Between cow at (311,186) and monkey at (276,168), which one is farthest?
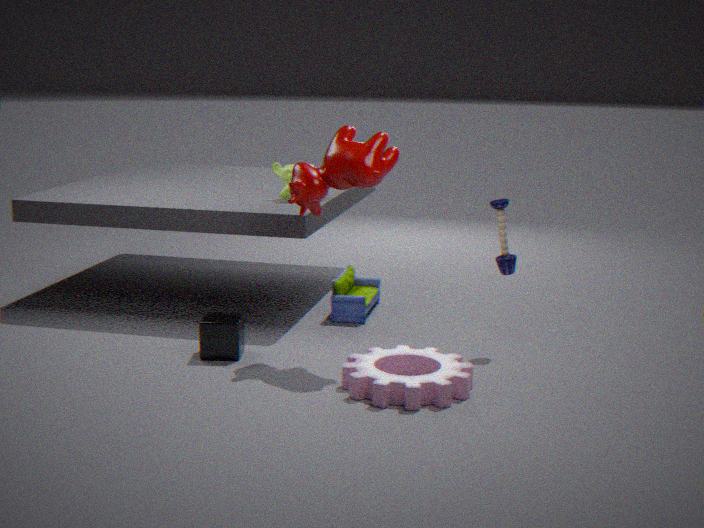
monkey at (276,168)
